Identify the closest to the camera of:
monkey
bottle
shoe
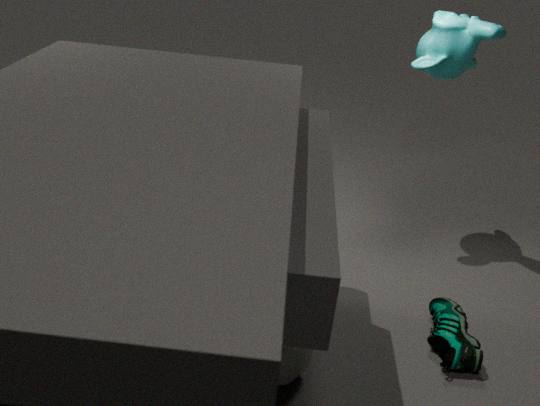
bottle
